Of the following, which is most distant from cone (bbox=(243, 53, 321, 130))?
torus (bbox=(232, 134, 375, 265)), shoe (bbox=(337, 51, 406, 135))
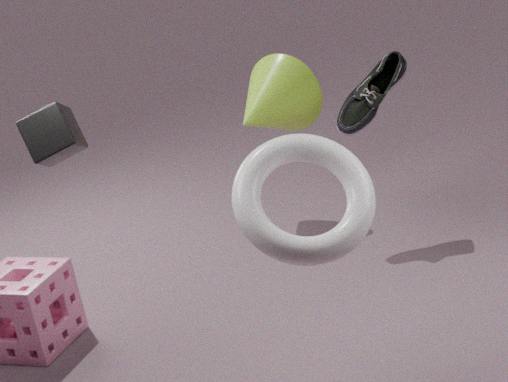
torus (bbox=(232, 134, 375, 265))
